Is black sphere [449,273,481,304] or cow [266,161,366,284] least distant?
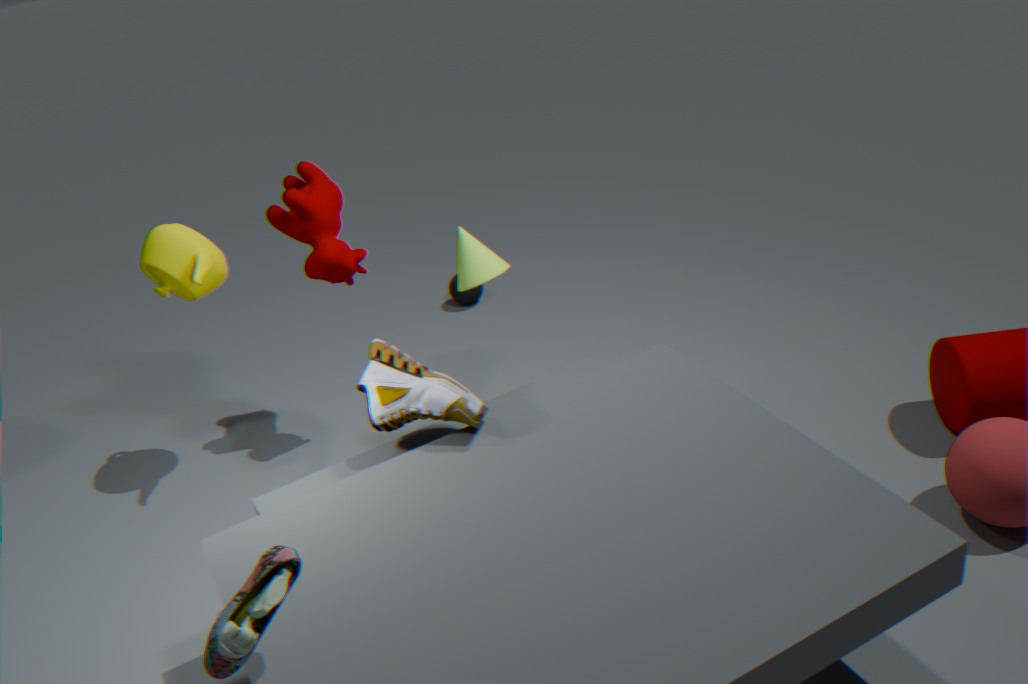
cow [266,161,366,284]
